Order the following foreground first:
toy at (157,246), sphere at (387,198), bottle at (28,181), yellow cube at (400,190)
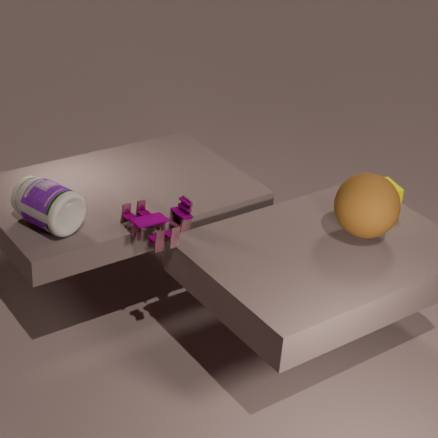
1. bottle at (28,181)
2. toy at (157,246)
3. sphere at (387,198)
4. yellow cube at (400,190)
